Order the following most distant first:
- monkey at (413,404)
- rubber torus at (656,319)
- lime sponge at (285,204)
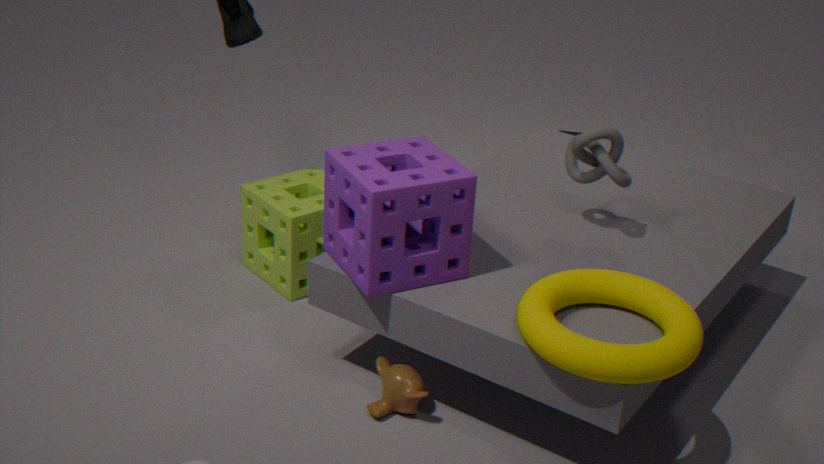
1. lime sponge at (285,204)
2. monkey at (413,404)
3. rubber torus at (656,319)
